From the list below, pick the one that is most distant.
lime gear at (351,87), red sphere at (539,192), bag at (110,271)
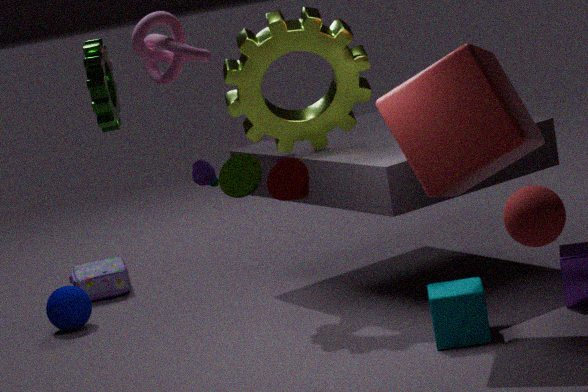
bag at (110,271)
